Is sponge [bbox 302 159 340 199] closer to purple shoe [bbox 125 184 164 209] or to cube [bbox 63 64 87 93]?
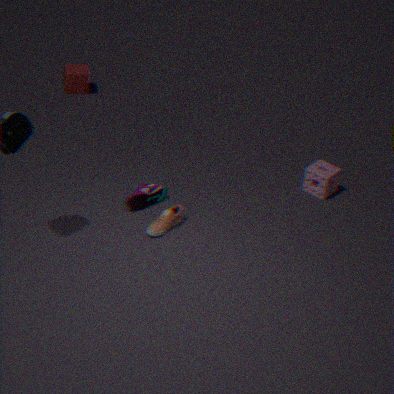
purple shoe [bbox 125 184 164 209]
